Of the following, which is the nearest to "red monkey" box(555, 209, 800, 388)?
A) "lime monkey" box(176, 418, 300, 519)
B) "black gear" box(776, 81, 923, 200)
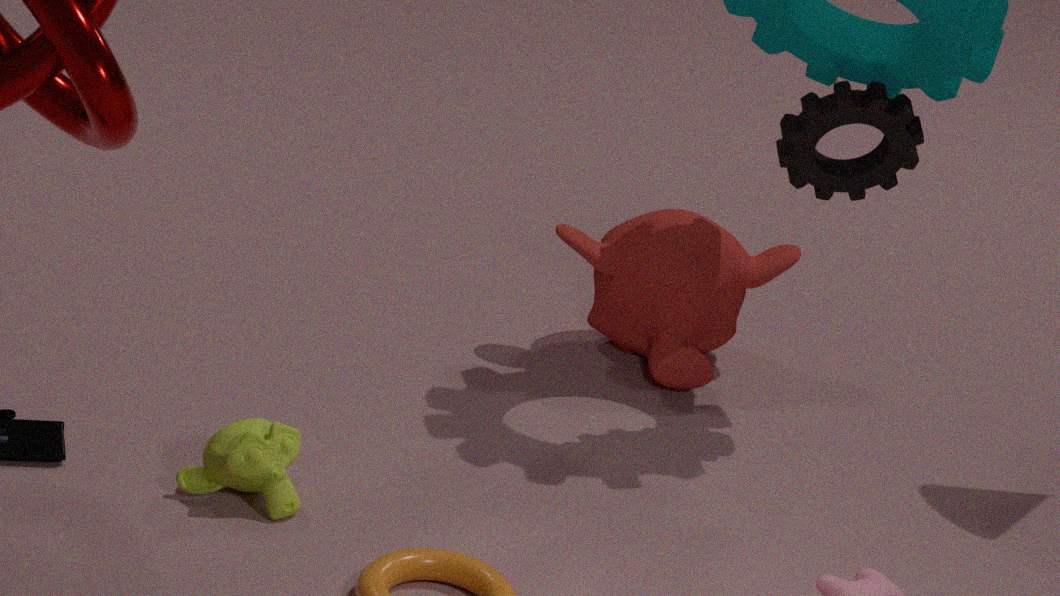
"black gear" box(776, 81, 923, 200)
